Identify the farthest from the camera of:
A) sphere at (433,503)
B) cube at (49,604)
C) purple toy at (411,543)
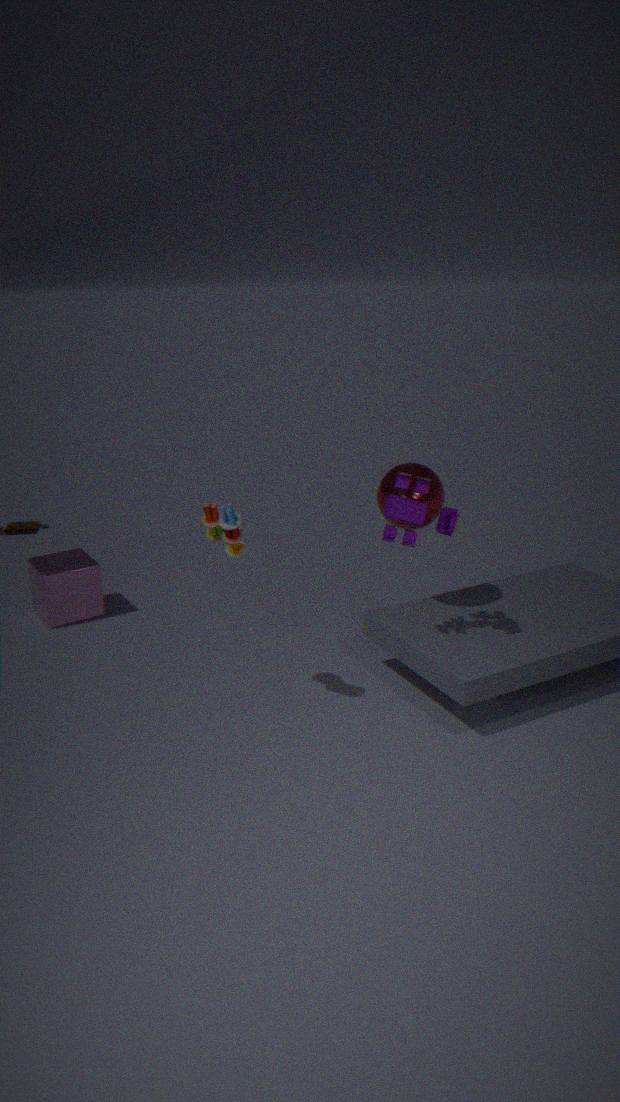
cube at (49,604)
